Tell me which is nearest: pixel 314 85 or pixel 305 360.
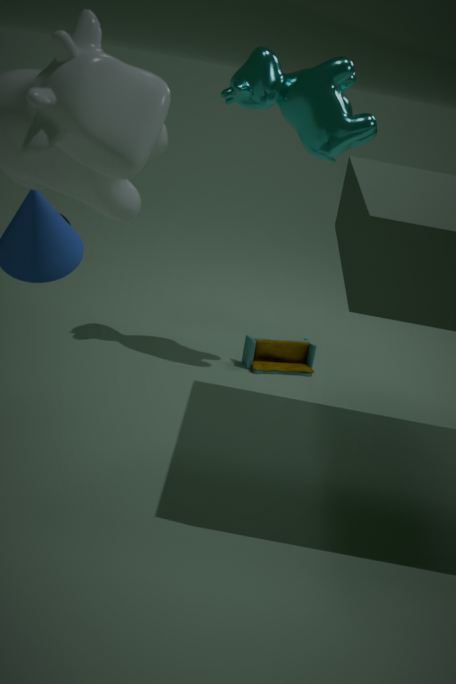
pixel 314 85
